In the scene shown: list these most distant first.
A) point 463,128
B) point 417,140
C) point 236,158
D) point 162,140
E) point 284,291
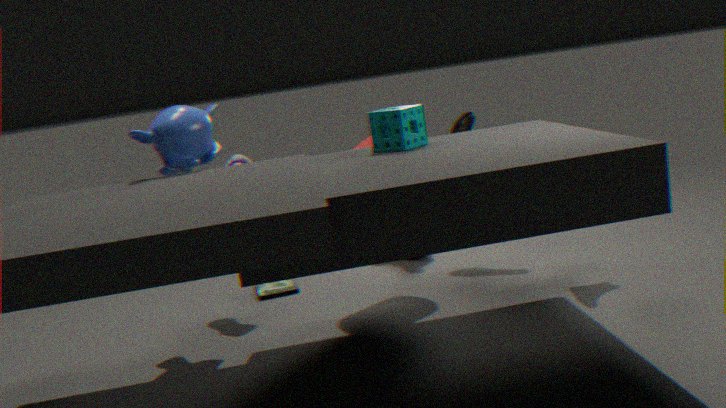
point 463,128 < point 284,291 < point 236,158 < point 162,140 < point 417,140
